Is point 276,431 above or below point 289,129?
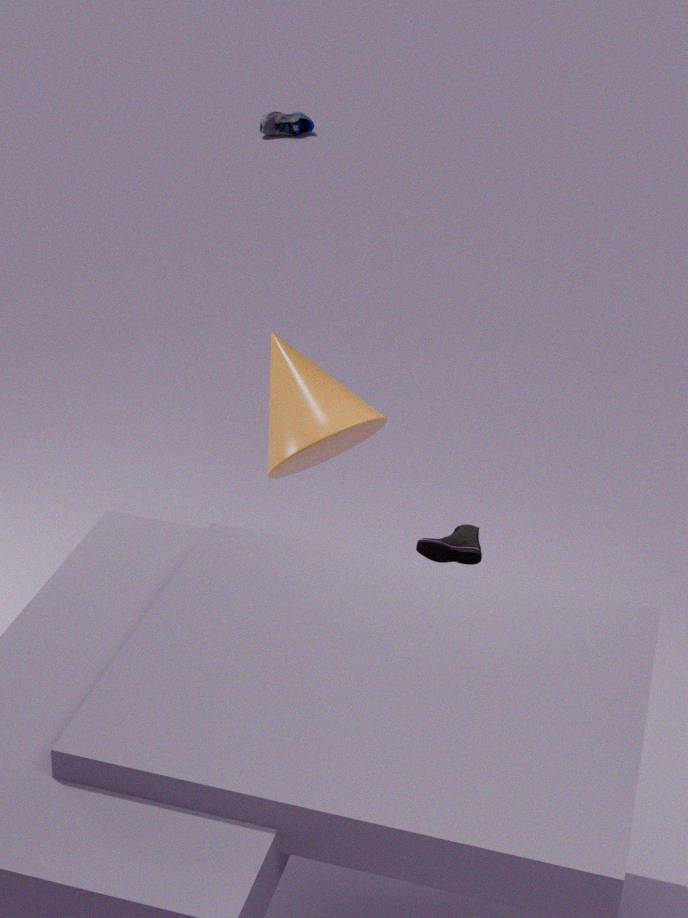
above
